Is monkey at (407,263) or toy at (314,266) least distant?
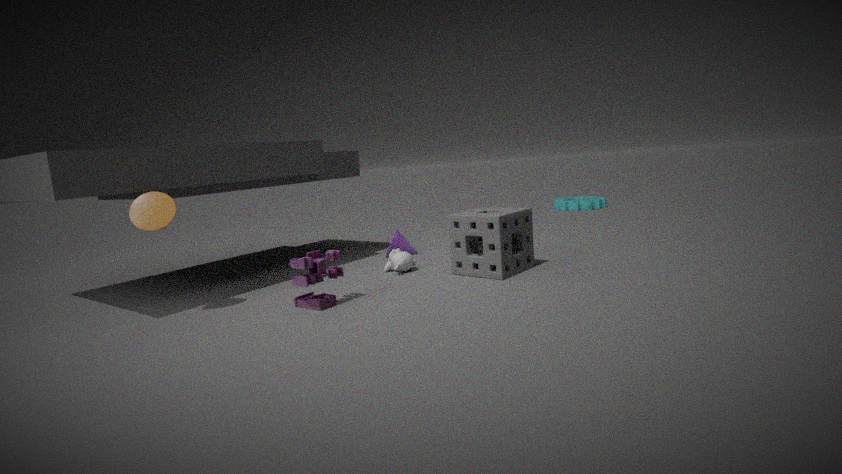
toy at (314,266)
